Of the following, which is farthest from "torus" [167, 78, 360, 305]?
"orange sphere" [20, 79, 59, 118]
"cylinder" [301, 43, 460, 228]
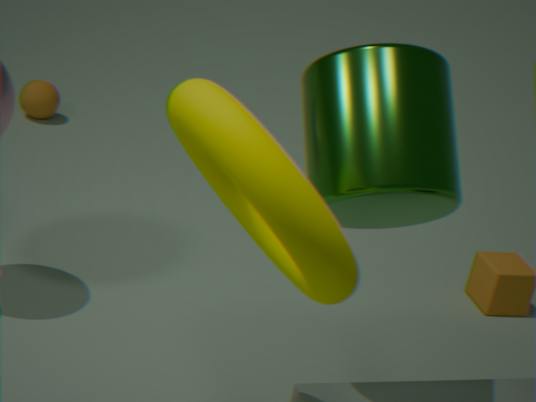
"orange sphere" [20, 79, 59, 118]
